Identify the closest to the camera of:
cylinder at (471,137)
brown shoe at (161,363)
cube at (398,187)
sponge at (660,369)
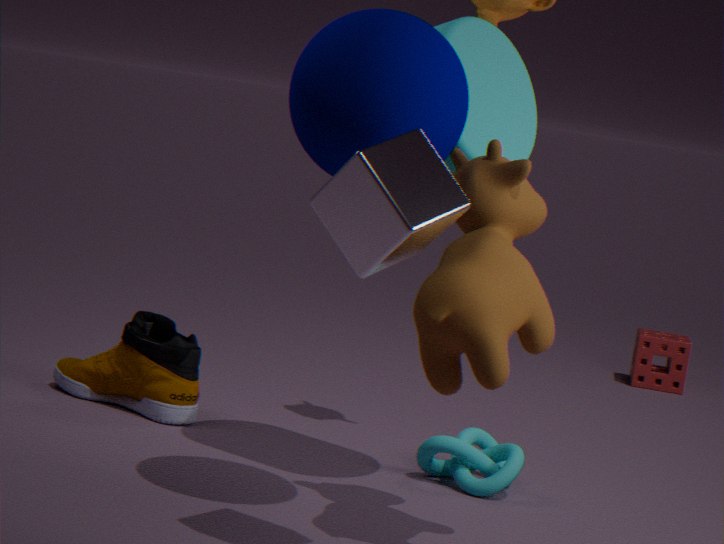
cube at (398,187)
